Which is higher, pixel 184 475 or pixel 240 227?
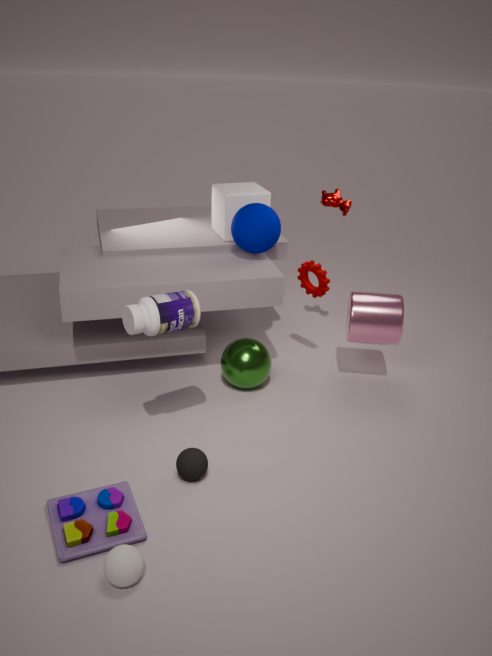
pixel 240 227
